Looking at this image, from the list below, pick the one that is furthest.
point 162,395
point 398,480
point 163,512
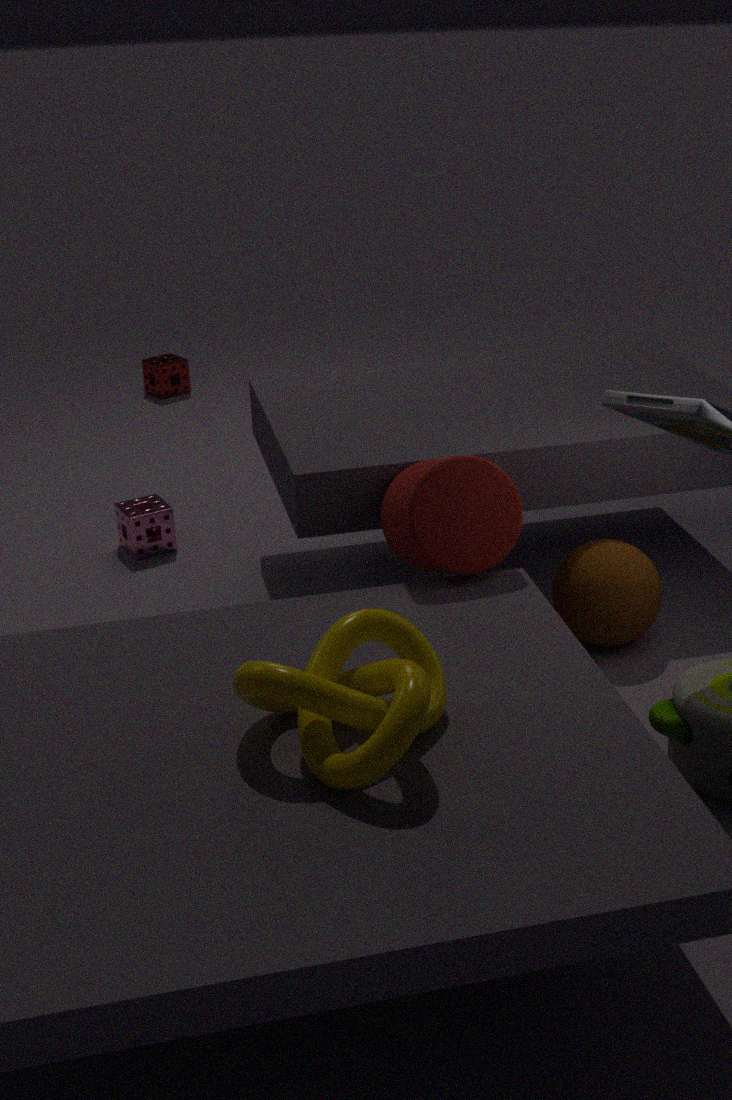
A: point 162,395
